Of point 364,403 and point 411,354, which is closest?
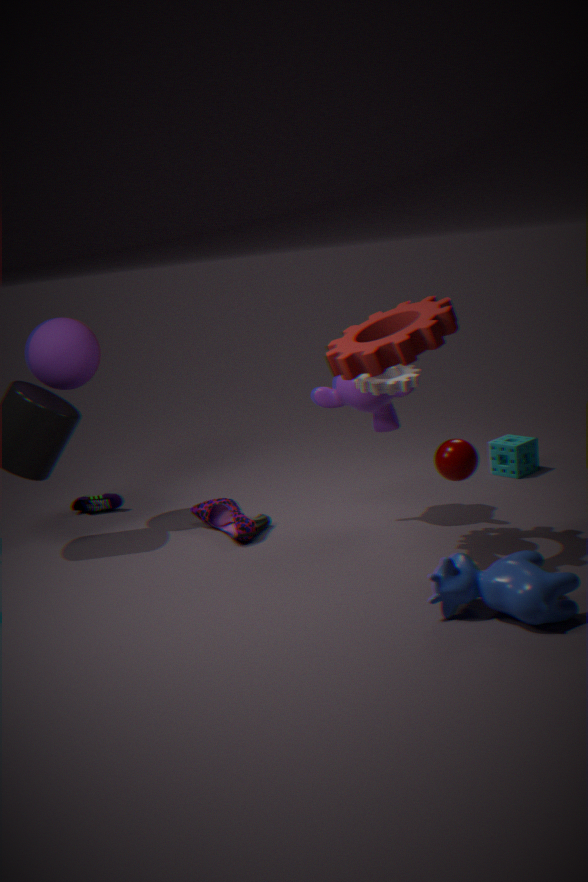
point 411,354
